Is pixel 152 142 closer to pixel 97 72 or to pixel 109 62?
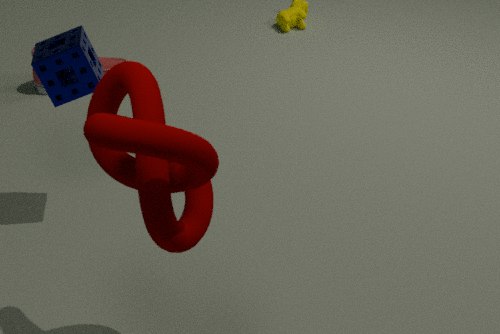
pixel 97 72
